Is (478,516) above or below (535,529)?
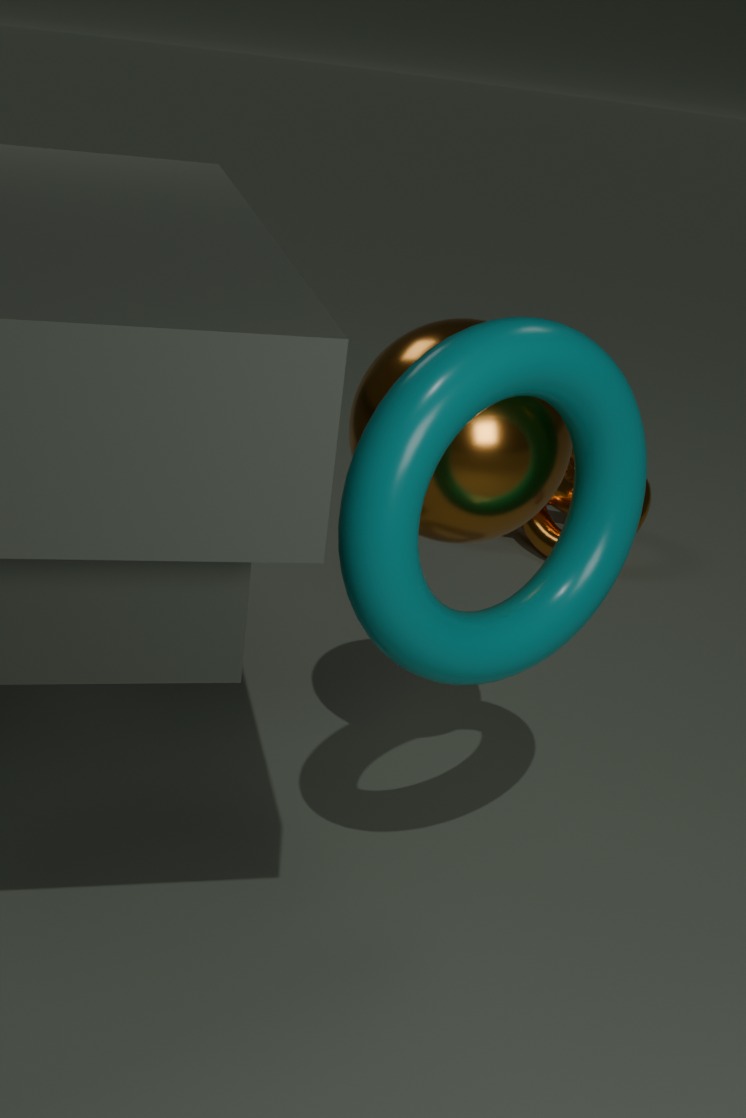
above
